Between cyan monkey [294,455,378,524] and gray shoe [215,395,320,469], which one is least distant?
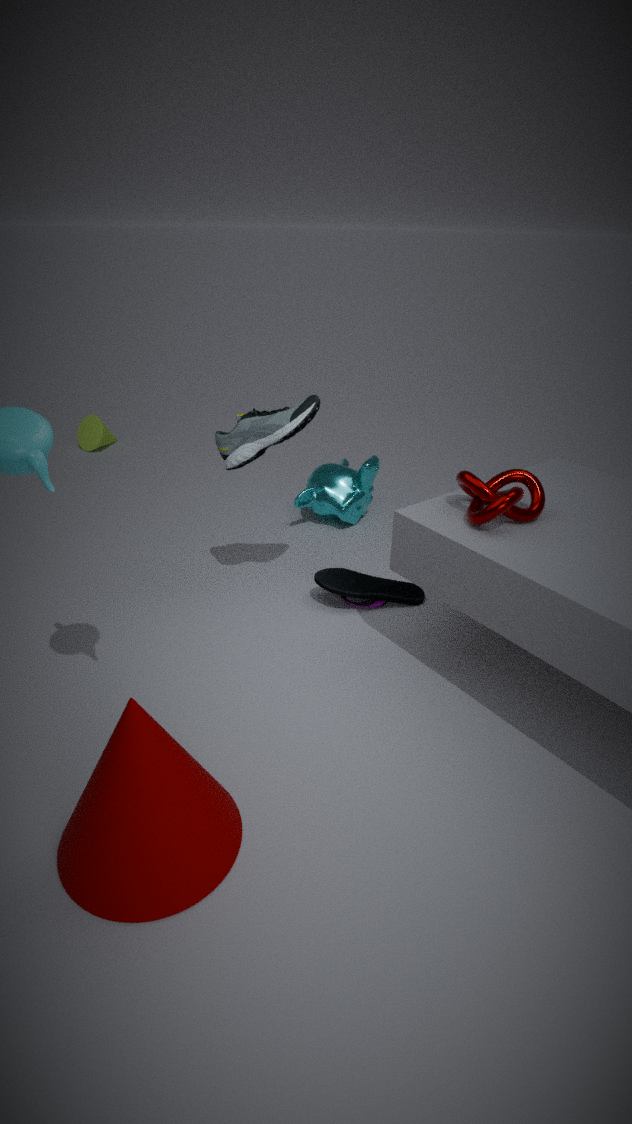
gray shoe [215,395,320,469]
